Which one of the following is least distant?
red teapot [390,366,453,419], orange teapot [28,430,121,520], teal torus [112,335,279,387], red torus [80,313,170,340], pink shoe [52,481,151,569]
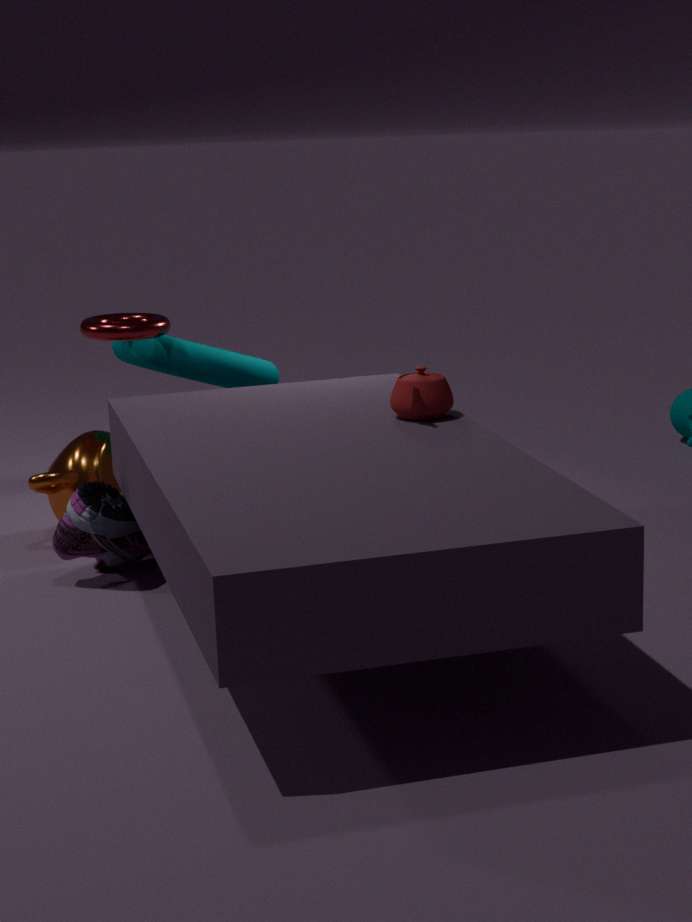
red teapot [390,366,453,419]
